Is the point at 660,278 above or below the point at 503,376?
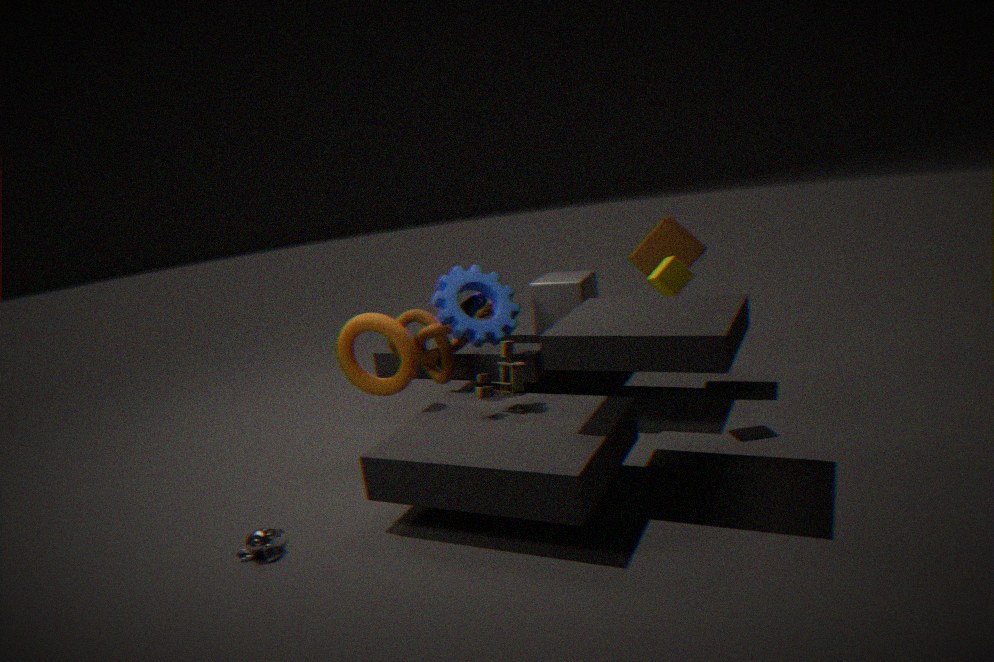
above
